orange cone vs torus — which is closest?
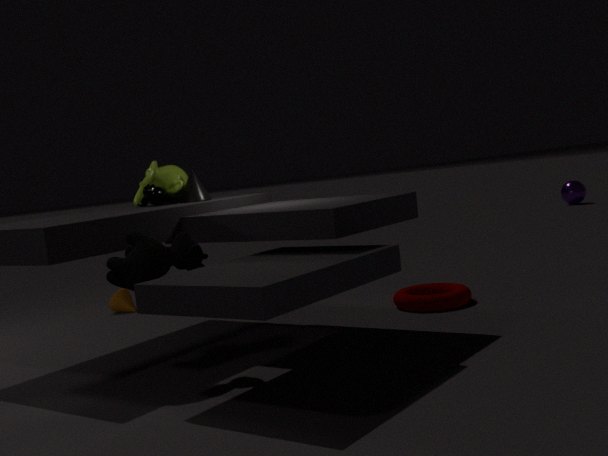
torus
